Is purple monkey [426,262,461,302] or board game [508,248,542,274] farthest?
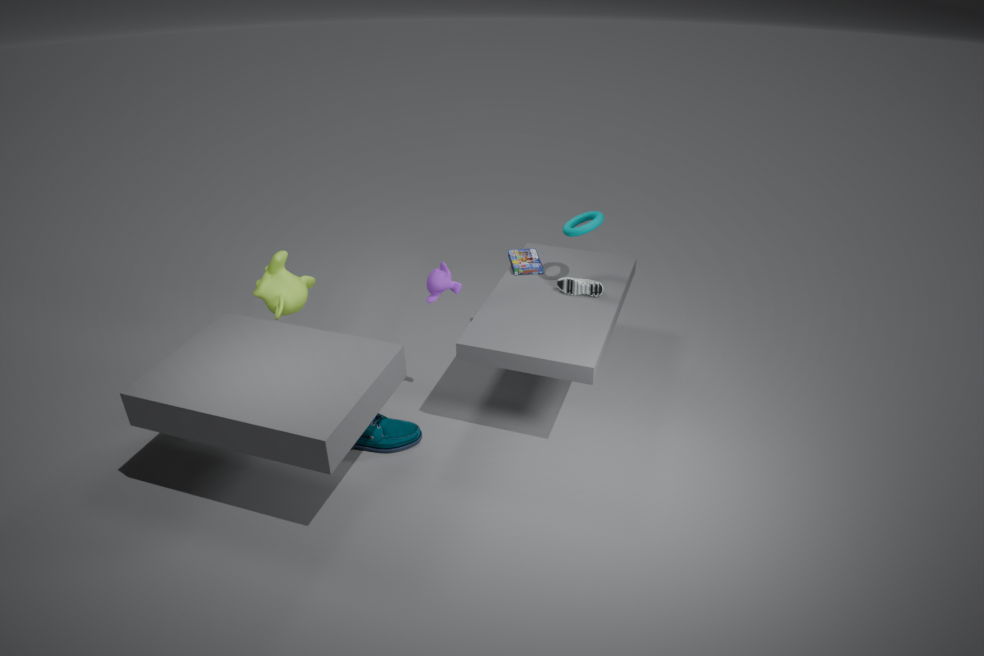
board game [508,248,542,274]
